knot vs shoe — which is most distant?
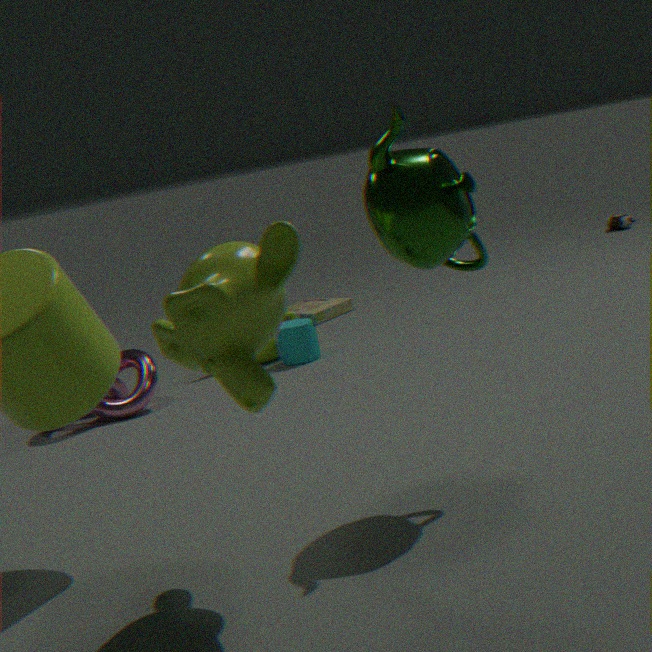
shoe
